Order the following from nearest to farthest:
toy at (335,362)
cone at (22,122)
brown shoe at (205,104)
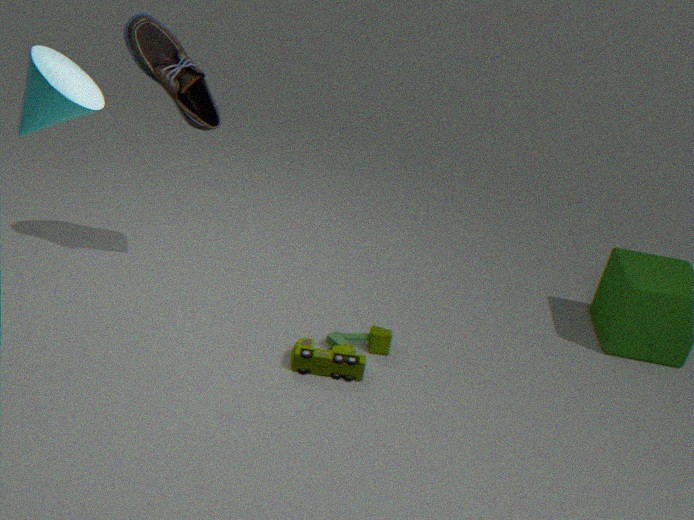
cone at (22,122), brown shoe at (205,104), toy at (335,362)
